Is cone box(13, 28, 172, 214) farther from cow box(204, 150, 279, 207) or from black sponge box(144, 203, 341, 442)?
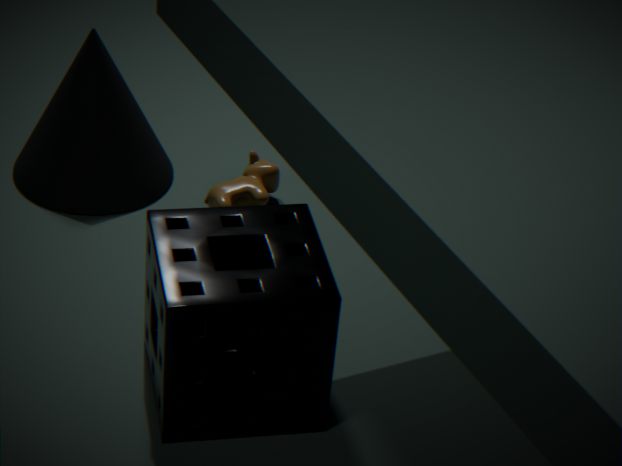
black sponge box(144, 203, 341, 442)
